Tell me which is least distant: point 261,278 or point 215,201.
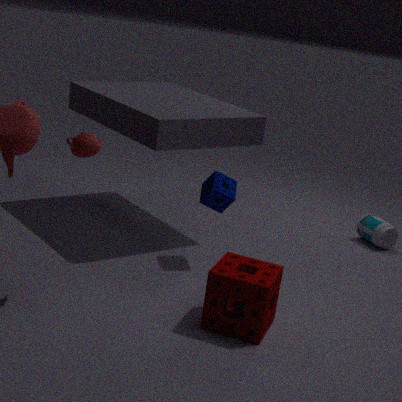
point 261,278
